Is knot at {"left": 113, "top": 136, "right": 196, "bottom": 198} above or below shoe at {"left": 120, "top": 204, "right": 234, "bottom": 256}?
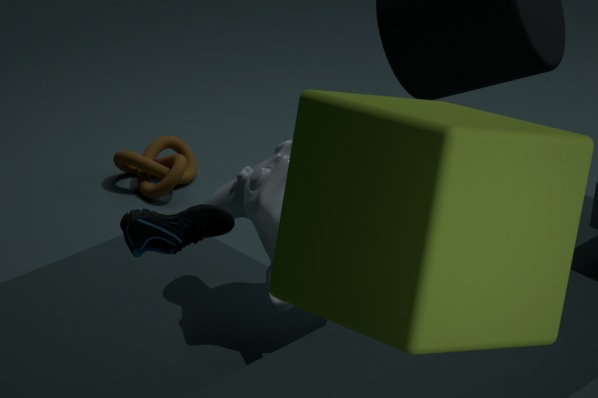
below
